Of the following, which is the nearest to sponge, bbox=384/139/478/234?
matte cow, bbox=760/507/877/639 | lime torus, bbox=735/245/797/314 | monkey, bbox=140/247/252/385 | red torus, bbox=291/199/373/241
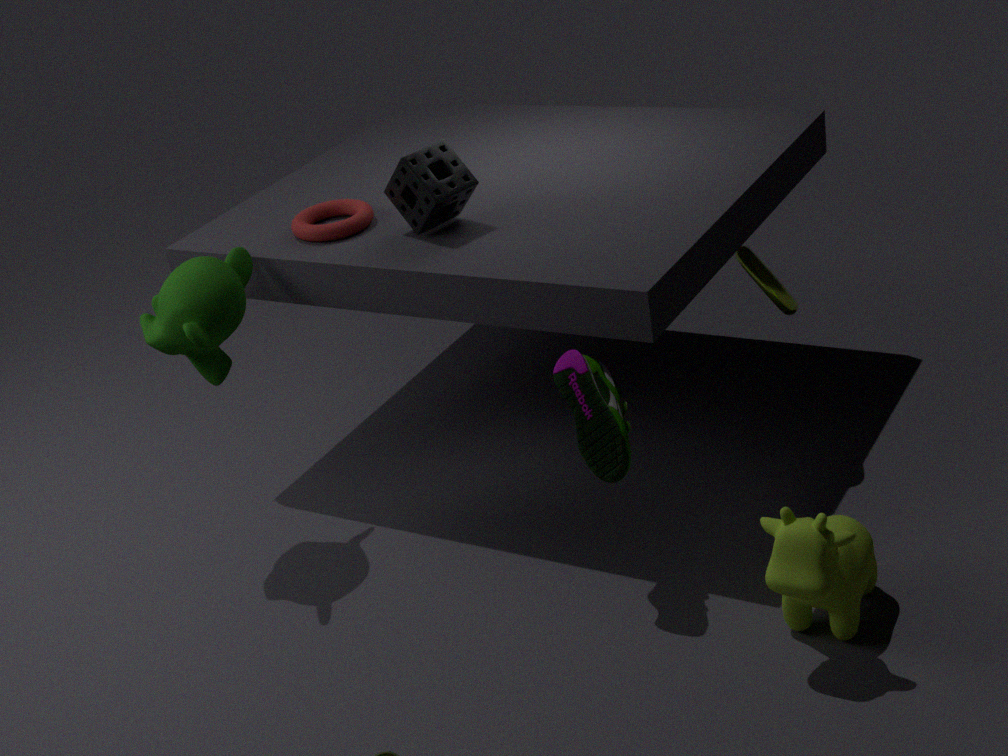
red torus, bbox=291/199/373/241
